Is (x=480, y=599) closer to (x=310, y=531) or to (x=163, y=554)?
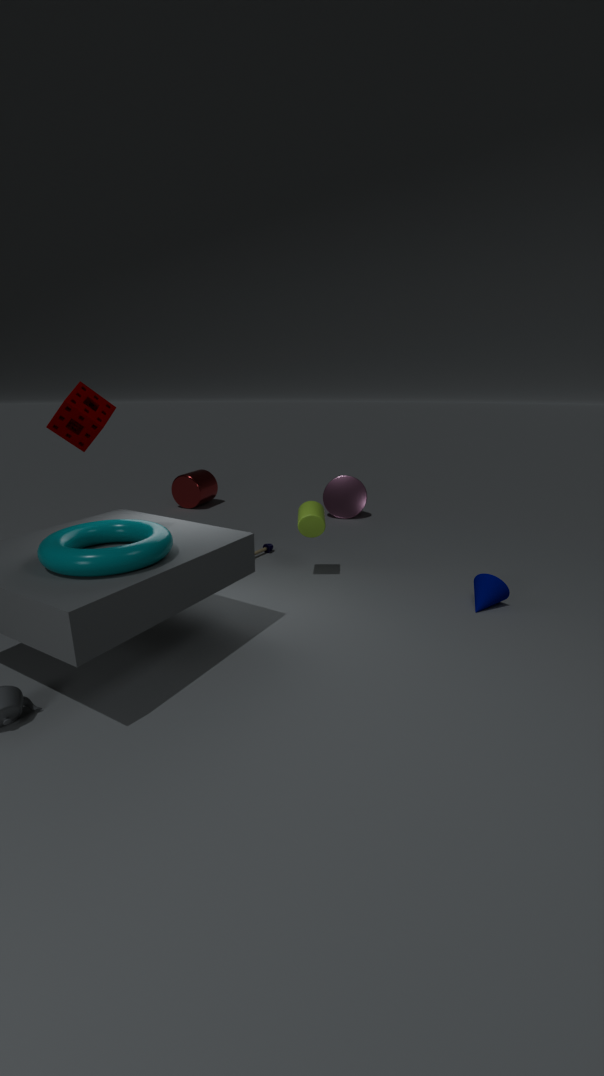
(x=310, y=531)
